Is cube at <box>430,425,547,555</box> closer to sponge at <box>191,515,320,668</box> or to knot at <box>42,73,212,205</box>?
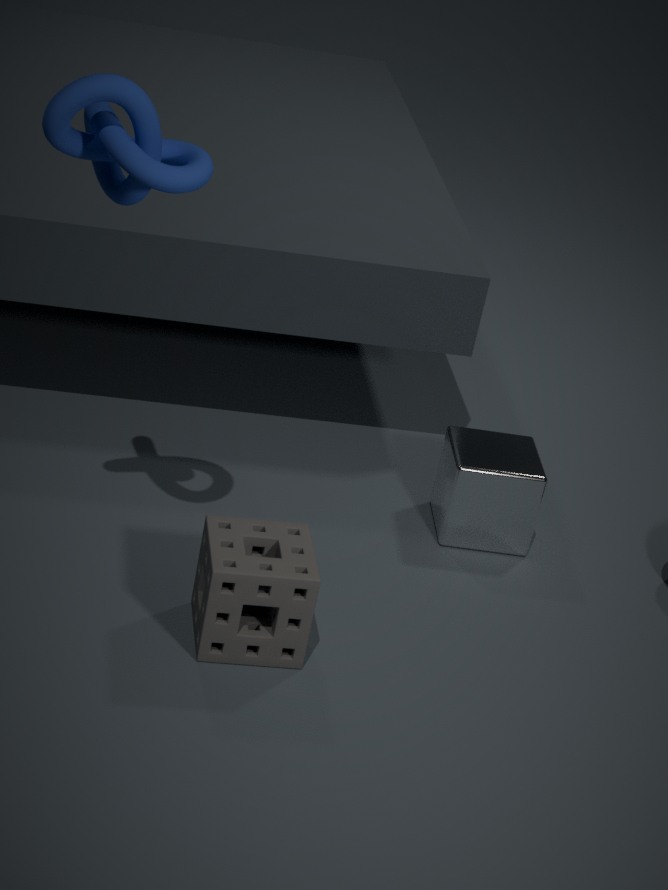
sponge at <box>191,515,320,668</box>
